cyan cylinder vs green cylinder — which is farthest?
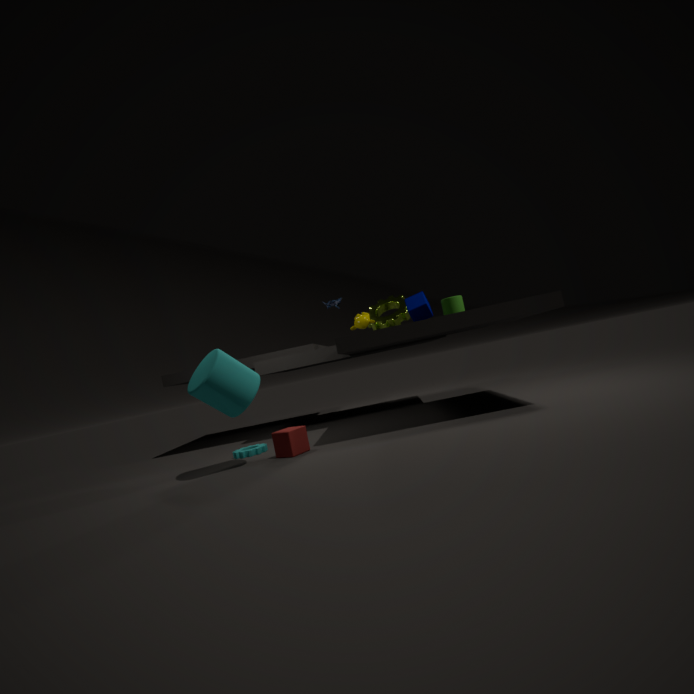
green cylinder
